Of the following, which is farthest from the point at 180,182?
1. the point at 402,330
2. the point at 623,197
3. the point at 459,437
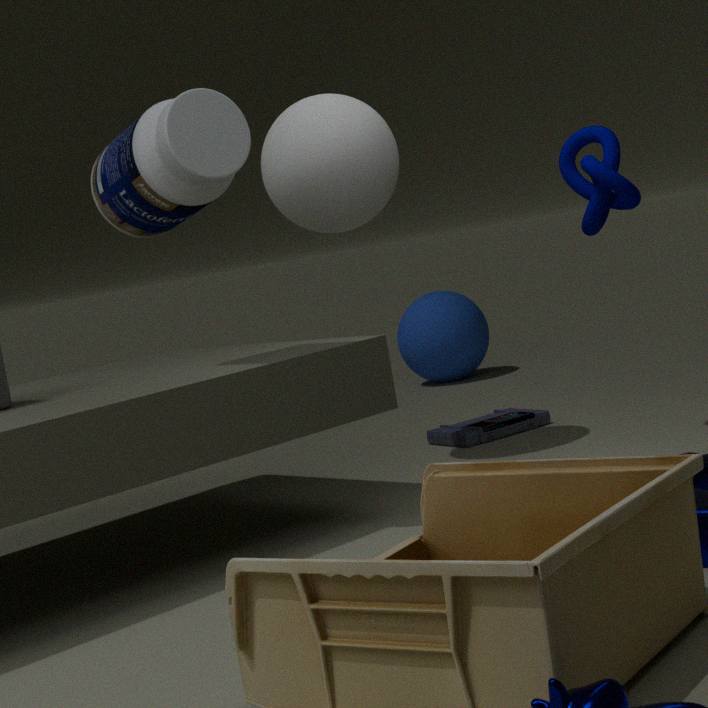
the point at 402,330
